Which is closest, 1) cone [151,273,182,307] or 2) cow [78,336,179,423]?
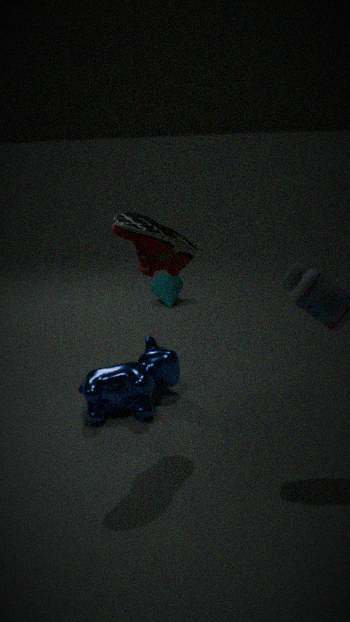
2. cow [78,336,179,423]
